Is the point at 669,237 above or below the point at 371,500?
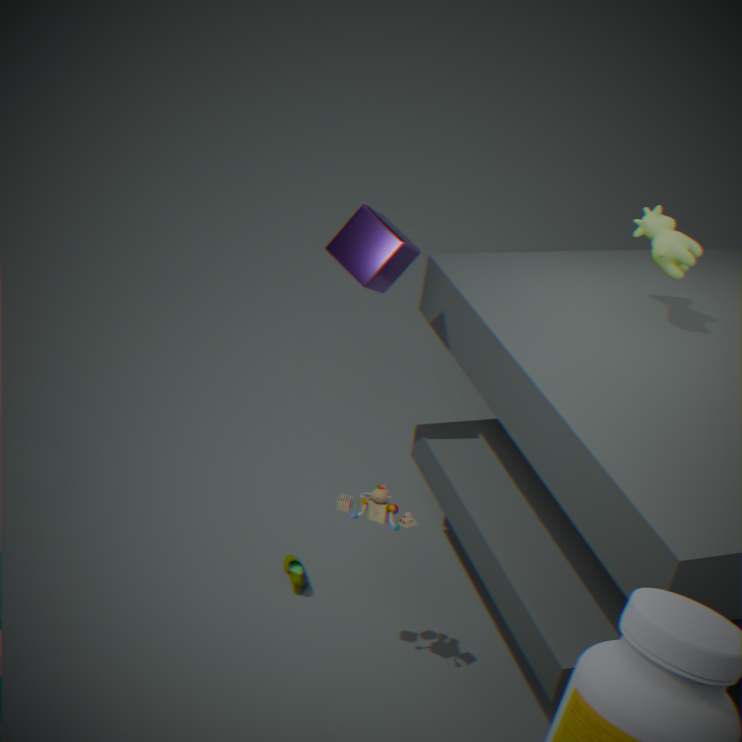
above
